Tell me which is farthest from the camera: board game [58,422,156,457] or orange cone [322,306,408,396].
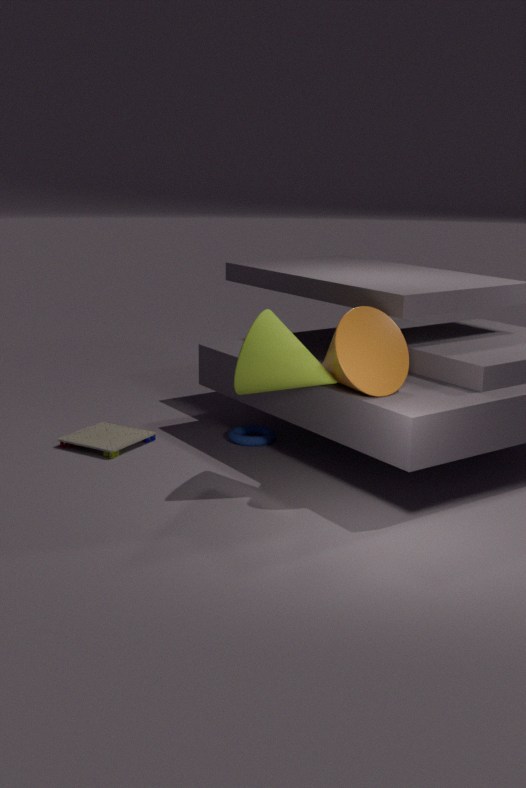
board game [58,422,156,457]
